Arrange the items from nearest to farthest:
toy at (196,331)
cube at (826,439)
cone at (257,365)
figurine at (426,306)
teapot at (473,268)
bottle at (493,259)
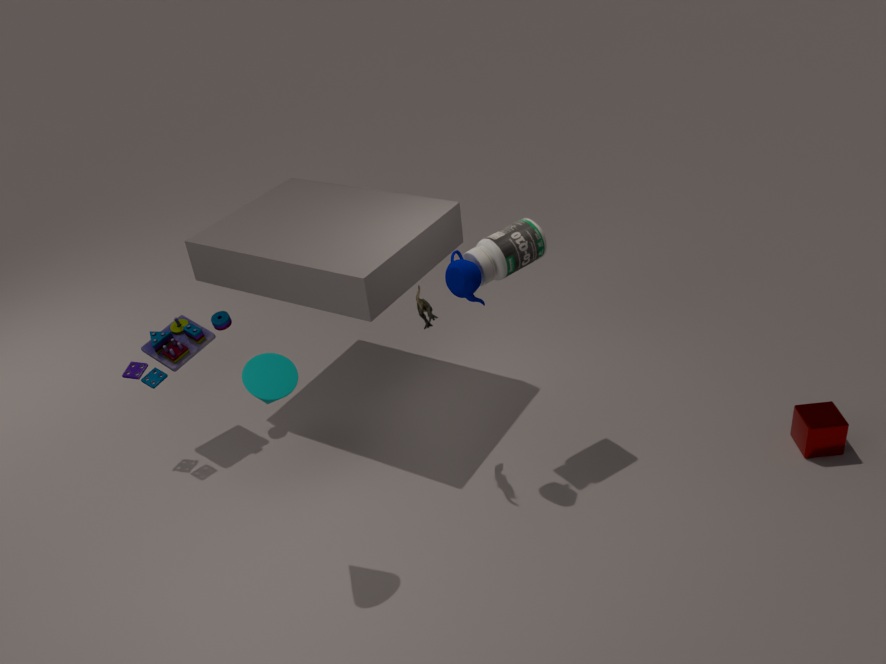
cone at (257,365) → teapot at (473,268) → figurine at (426,306) → bottle at (493,259) → cube at (826,439) → toy at (196,331)
